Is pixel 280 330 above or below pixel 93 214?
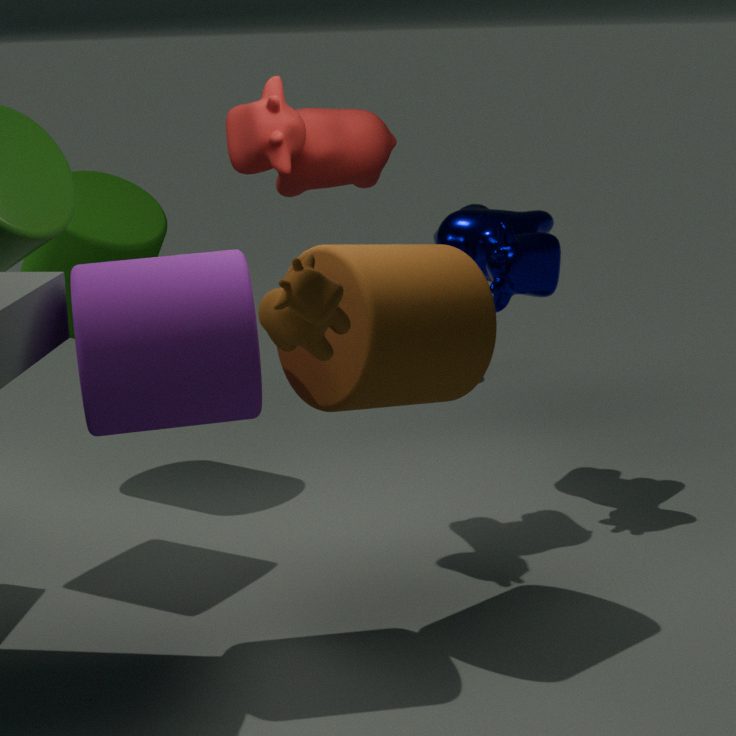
above
